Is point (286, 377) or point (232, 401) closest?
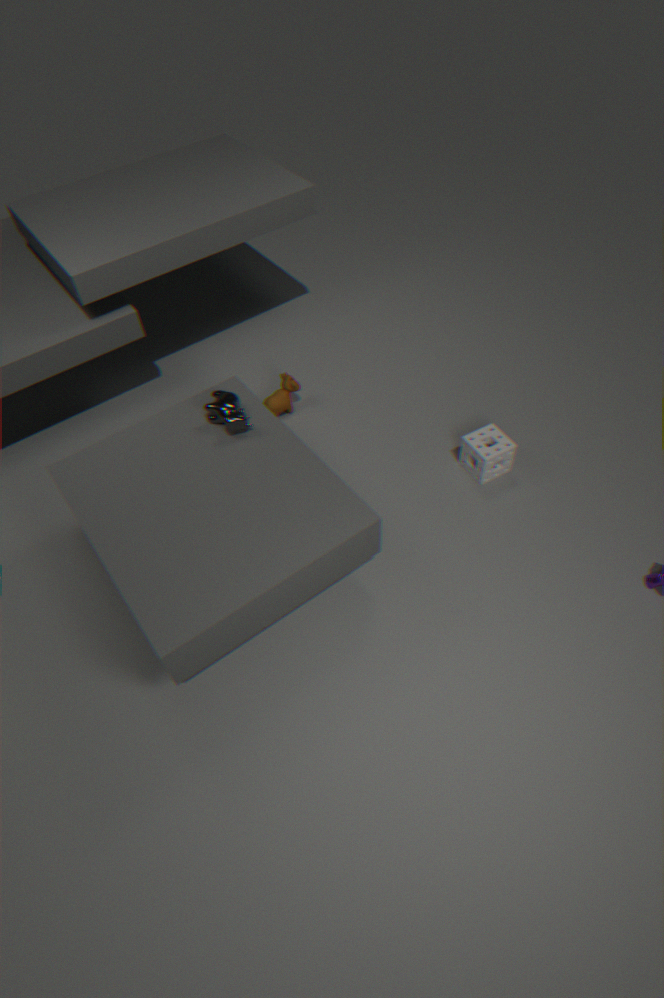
point (232, 401)
